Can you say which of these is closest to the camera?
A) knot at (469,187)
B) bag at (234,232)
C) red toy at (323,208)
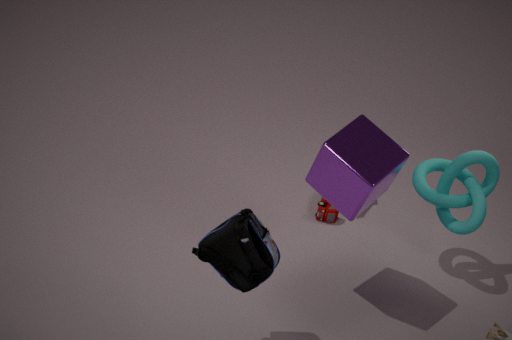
bag at (234,232)
